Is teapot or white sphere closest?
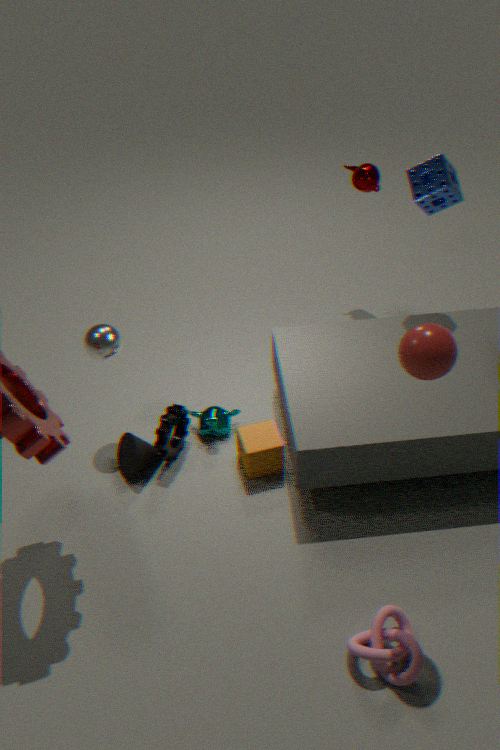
white sphere
